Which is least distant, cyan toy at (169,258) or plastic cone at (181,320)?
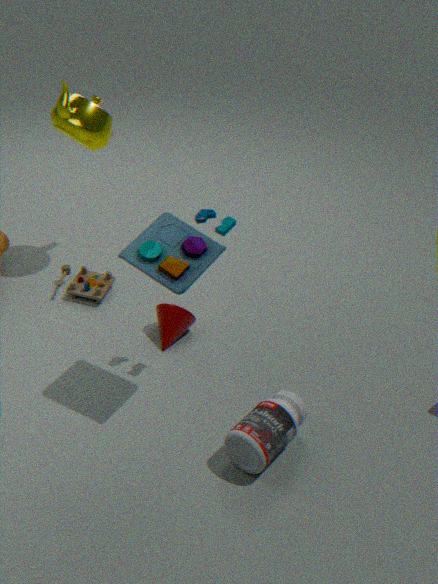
cyan toy at (169,258)
